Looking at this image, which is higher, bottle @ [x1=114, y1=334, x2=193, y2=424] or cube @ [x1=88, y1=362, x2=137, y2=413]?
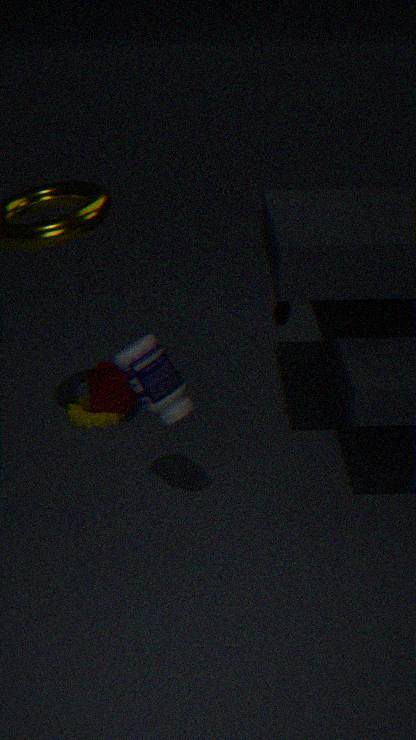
bottle @ [x1=114, y1=334, x2=193, y2=424]
